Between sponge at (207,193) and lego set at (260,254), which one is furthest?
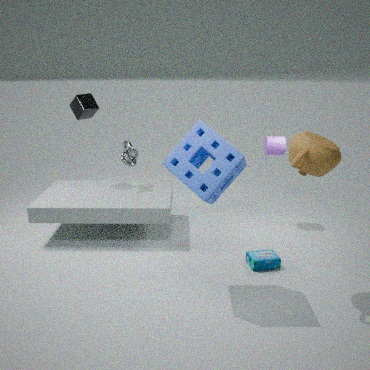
lego set at (260,254)
